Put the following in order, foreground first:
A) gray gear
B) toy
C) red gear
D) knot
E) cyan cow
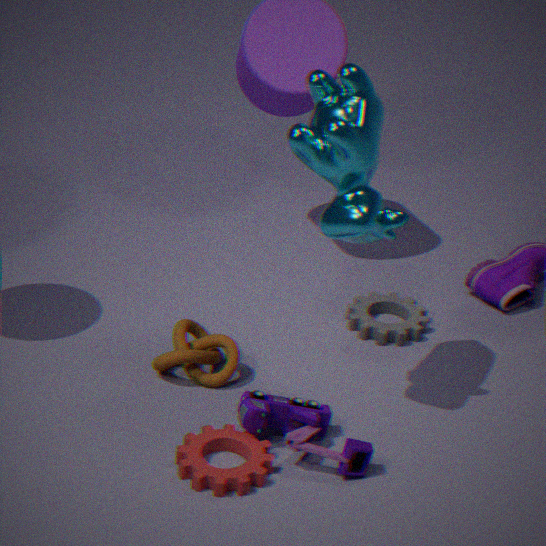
cyan cow → red gear → toy → knot → gray gear
